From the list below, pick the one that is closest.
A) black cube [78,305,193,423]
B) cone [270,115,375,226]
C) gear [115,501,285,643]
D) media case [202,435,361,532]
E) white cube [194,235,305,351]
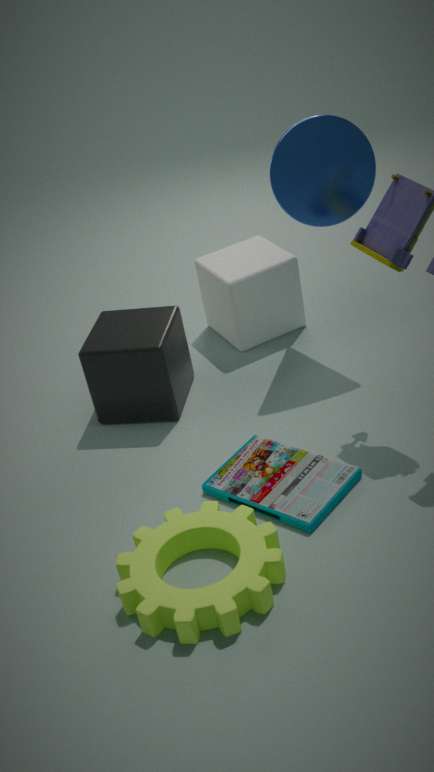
gear [115,501,285,643]
